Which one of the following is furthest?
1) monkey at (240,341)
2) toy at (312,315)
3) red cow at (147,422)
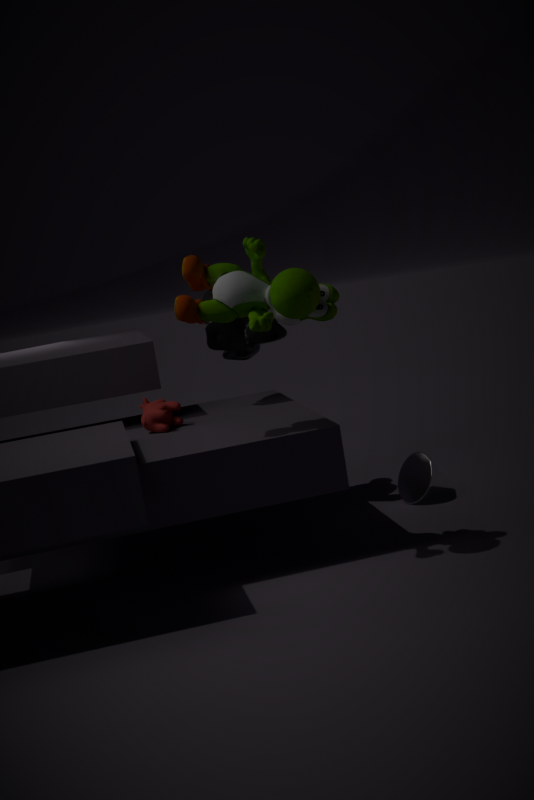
1. monkey at (240,341)
